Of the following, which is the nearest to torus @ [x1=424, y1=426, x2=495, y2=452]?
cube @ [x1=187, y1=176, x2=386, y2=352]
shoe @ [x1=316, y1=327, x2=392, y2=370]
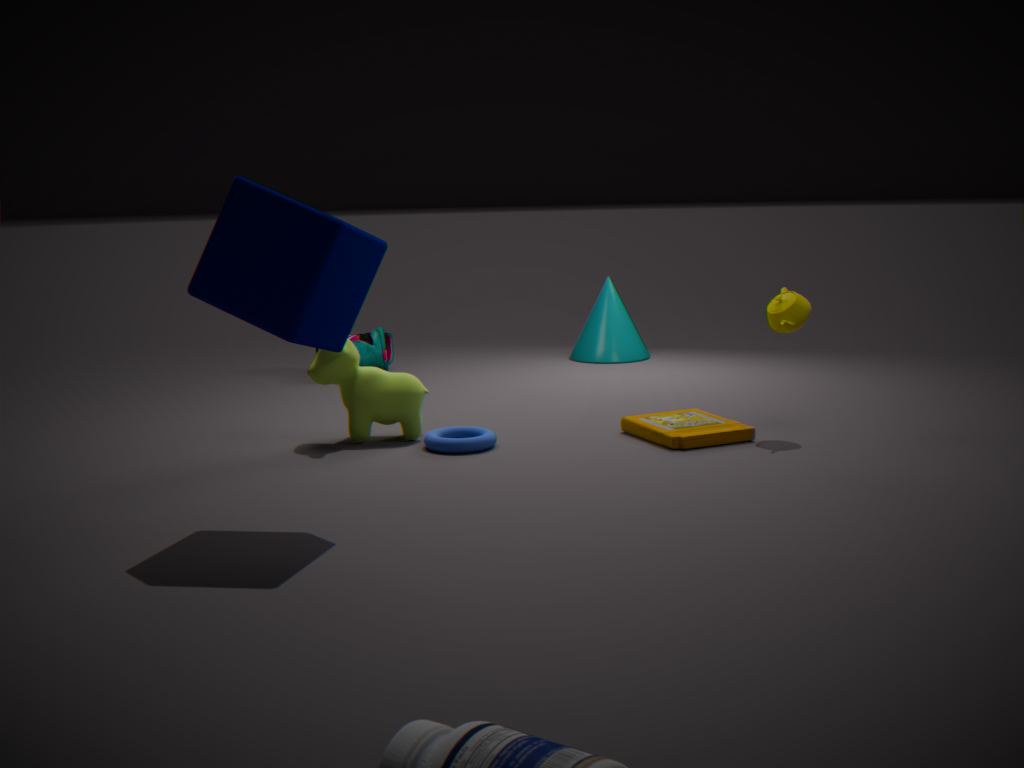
cube @ [x1=187, y1=176, x2=386, y2=352]
